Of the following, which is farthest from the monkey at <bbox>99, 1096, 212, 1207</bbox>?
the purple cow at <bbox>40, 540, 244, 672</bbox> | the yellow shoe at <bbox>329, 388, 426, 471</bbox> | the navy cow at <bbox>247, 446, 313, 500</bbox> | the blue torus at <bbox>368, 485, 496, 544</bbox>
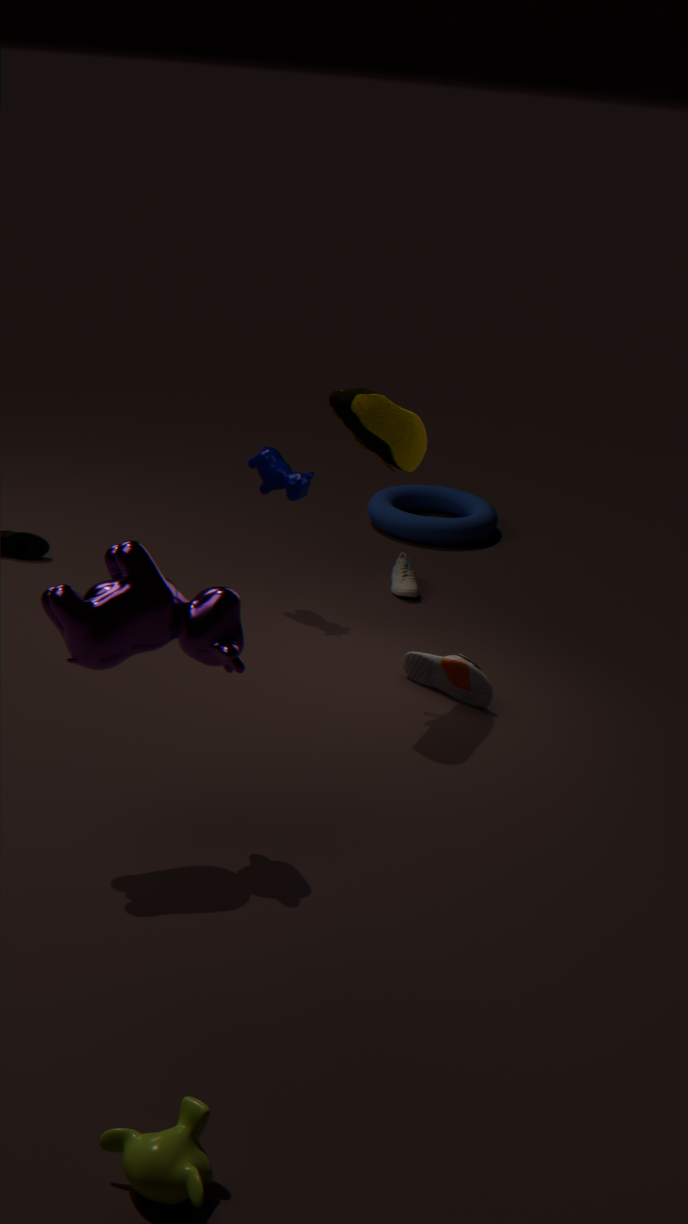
the blue torus at <bbox>368, 485, 496, 544</bbox>
